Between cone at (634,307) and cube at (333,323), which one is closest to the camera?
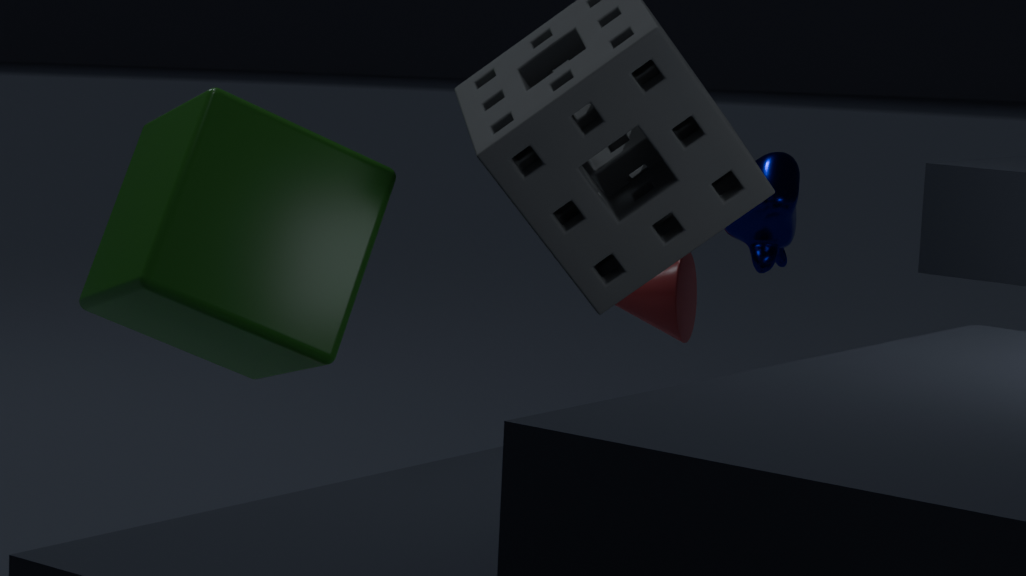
cube at (333,323)
